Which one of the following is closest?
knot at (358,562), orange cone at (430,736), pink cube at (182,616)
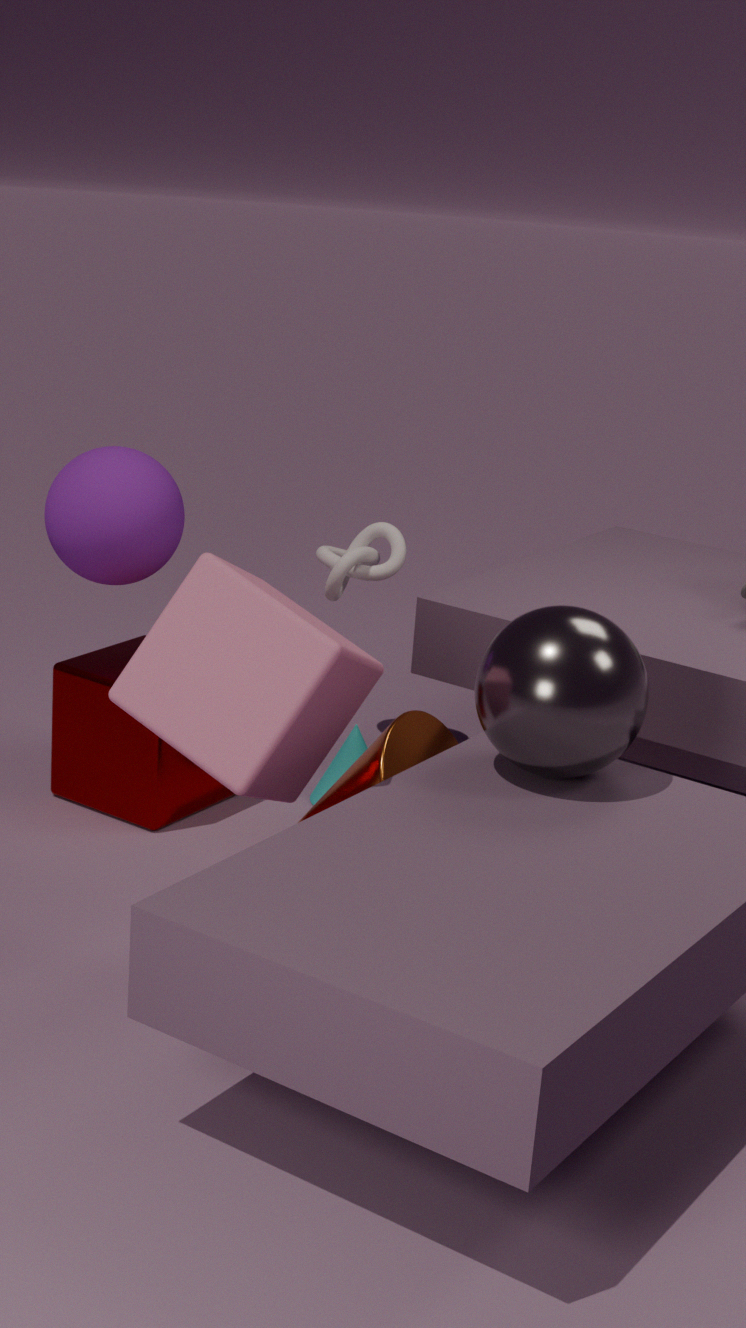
pink cube at (182,616)
